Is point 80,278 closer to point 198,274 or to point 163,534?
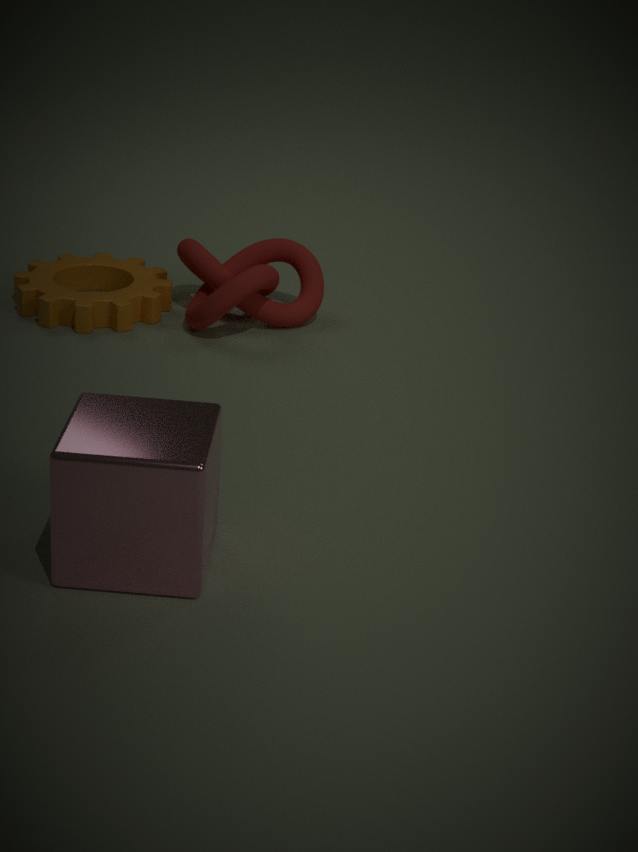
point 198,274
